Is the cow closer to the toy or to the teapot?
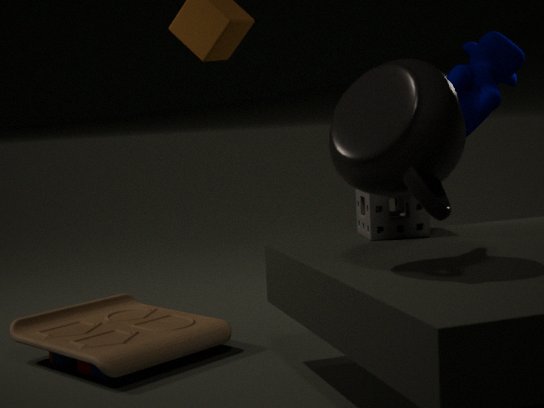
the teapot
